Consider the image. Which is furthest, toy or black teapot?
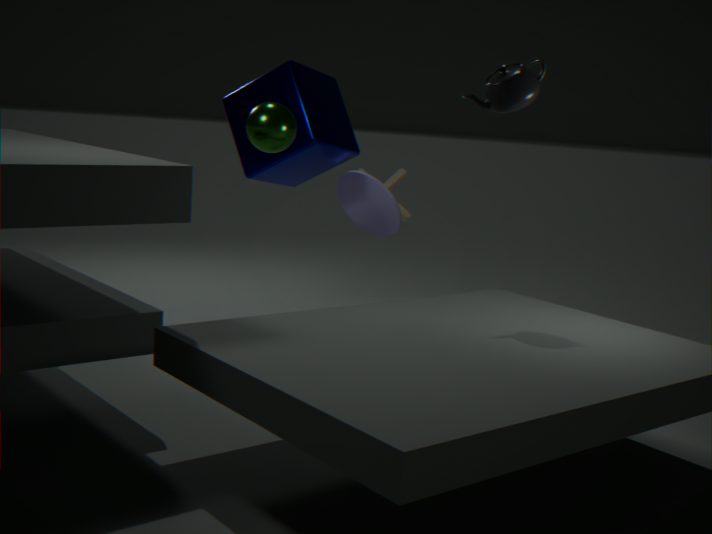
toy
